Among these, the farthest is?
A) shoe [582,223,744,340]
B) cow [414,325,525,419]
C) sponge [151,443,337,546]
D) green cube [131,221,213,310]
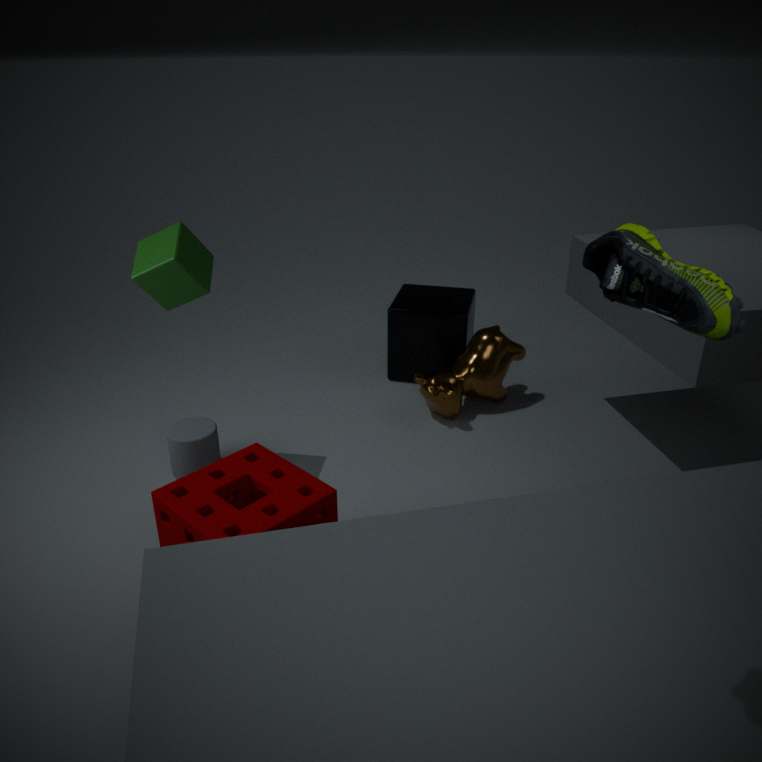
cow [414,325,525,419]
